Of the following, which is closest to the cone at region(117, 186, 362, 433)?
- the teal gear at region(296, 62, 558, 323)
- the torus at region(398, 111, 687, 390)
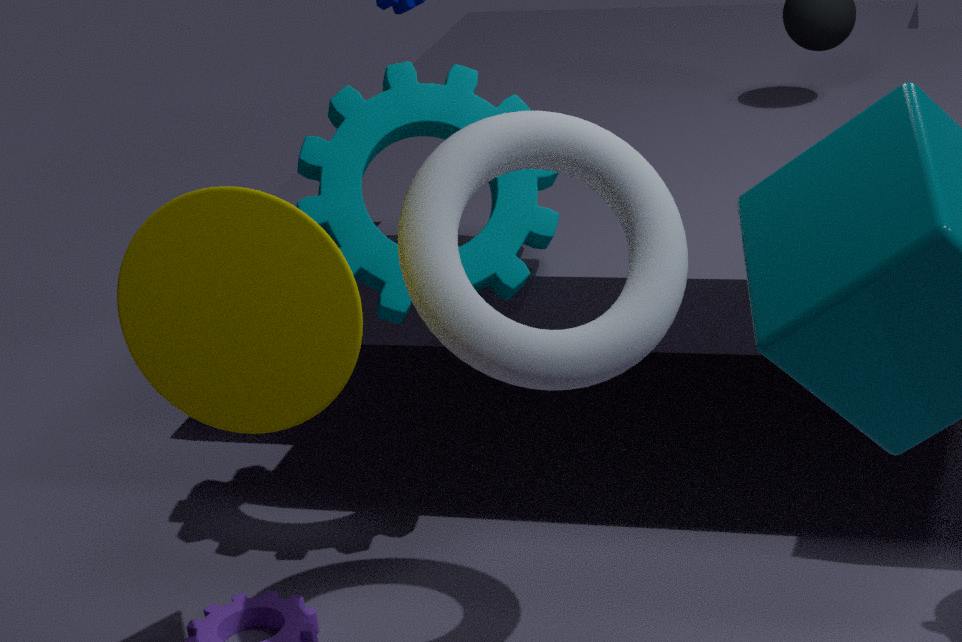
the torus at region(398, 111, 687, 390)
